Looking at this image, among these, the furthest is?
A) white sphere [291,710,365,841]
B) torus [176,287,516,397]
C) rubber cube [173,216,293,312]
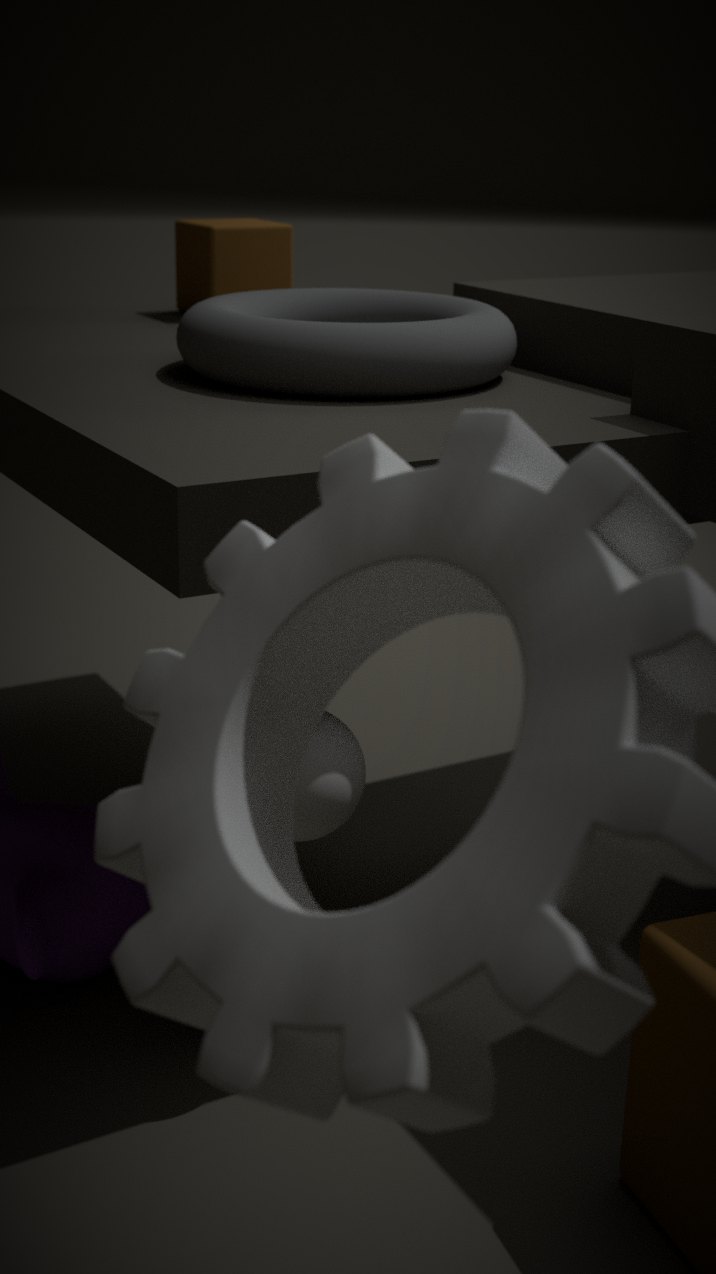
rubber cube [173,216,293,312]
